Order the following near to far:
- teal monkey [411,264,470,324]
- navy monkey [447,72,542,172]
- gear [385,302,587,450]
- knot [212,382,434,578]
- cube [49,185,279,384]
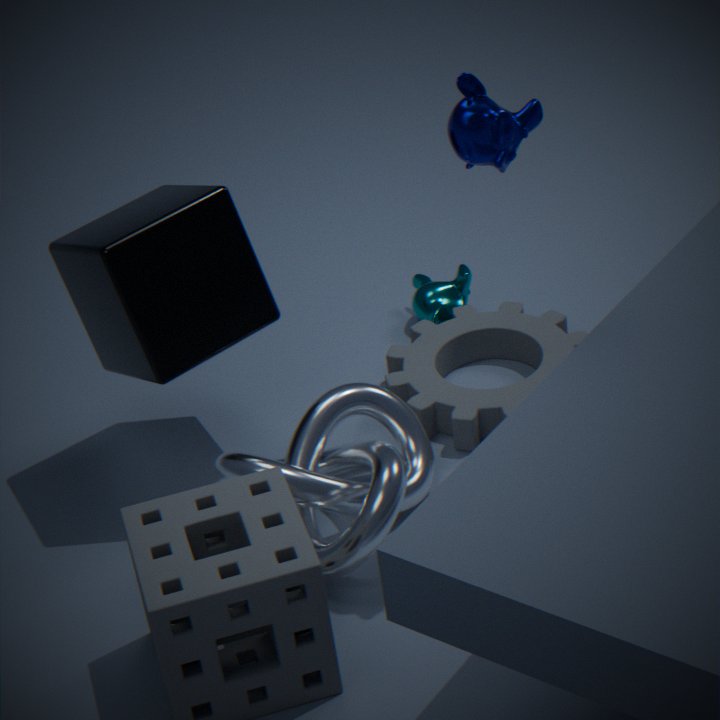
navy monkey [447,72,542,172]
knot [212,382,434,578]
cube [49,185,279,384]
gear [385,302,587,450]
teal monkey [411,264,470,324]
